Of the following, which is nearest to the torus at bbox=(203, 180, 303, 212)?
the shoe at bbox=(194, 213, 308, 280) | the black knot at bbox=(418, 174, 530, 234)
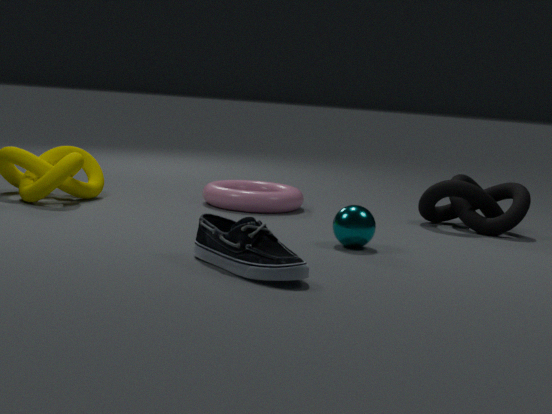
the black knot at bbox=(418, 174, 530, 234)
